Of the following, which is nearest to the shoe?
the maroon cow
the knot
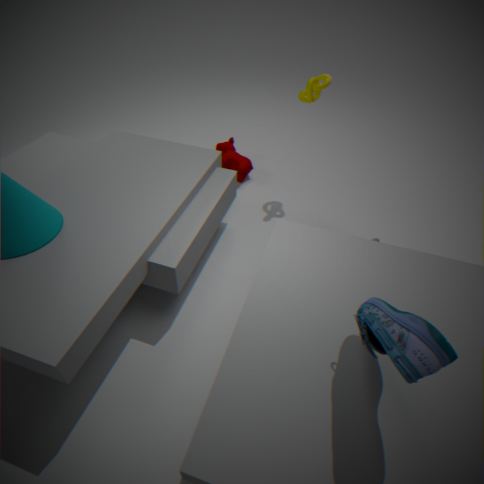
the knot
